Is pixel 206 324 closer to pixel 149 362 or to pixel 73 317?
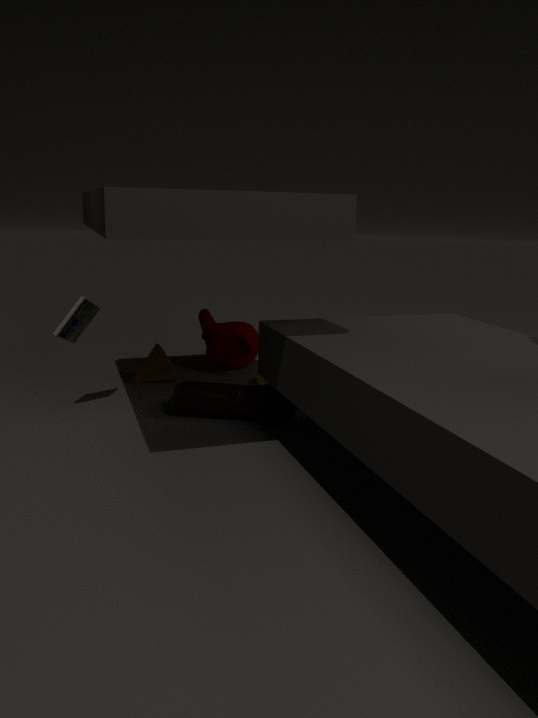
pixel 149 362
